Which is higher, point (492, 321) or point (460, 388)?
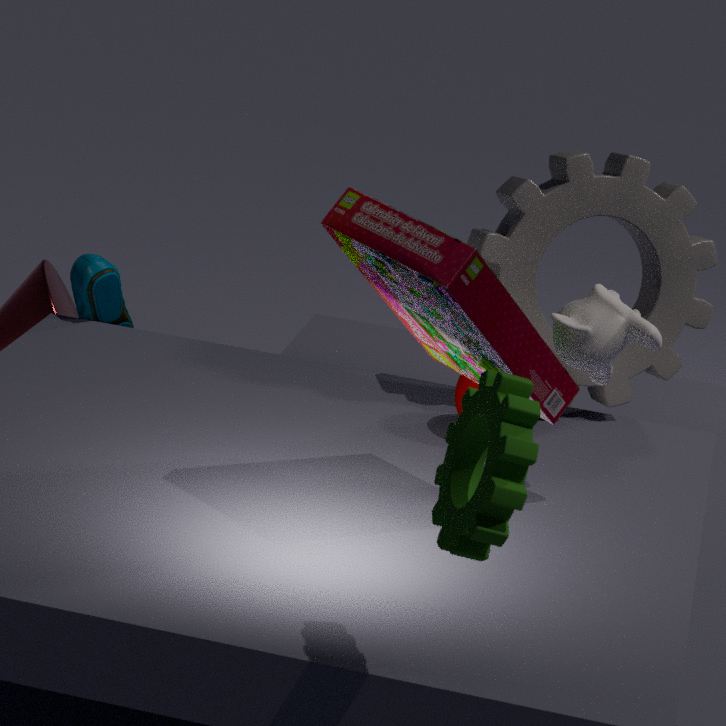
point (492, 321)
